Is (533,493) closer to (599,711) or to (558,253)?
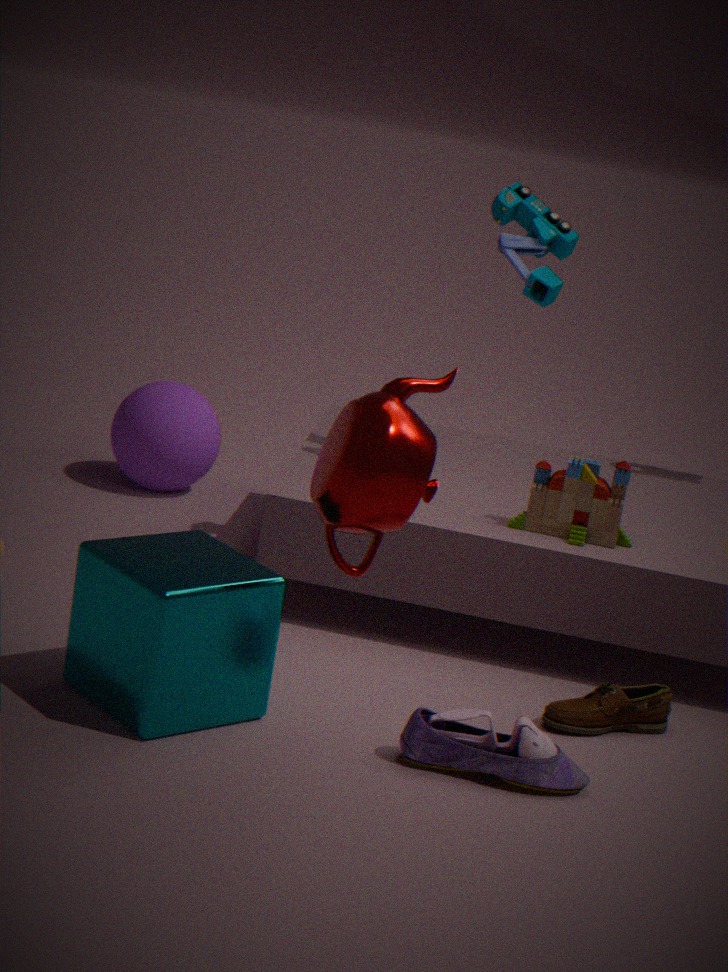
(599,711)
